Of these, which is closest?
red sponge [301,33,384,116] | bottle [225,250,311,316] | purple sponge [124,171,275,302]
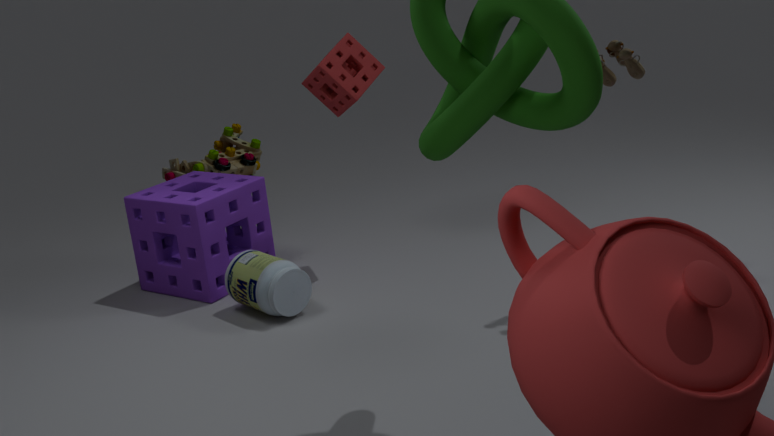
bottle [225,250,311,316]
